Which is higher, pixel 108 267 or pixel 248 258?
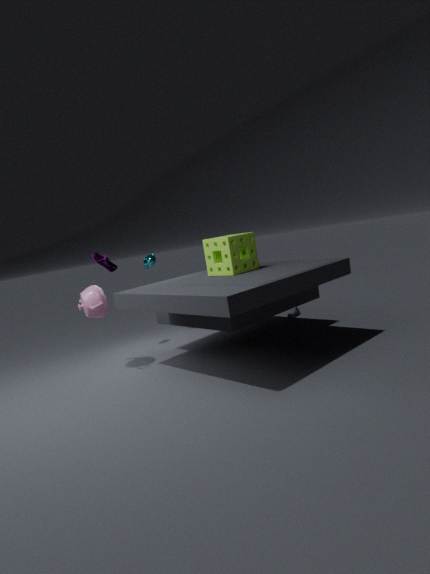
pixel 108 267
